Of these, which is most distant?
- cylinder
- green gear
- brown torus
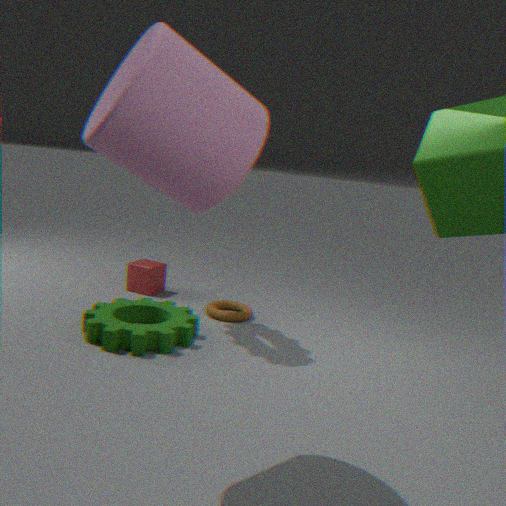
brown torus
